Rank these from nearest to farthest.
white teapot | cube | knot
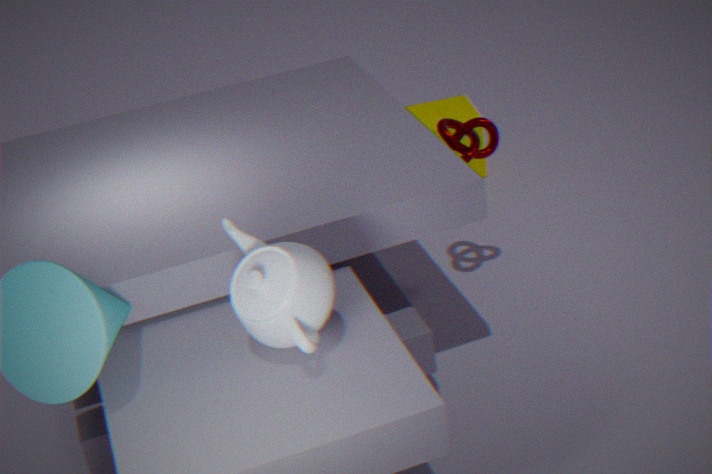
1. white teapot
2. knot
3. cube
